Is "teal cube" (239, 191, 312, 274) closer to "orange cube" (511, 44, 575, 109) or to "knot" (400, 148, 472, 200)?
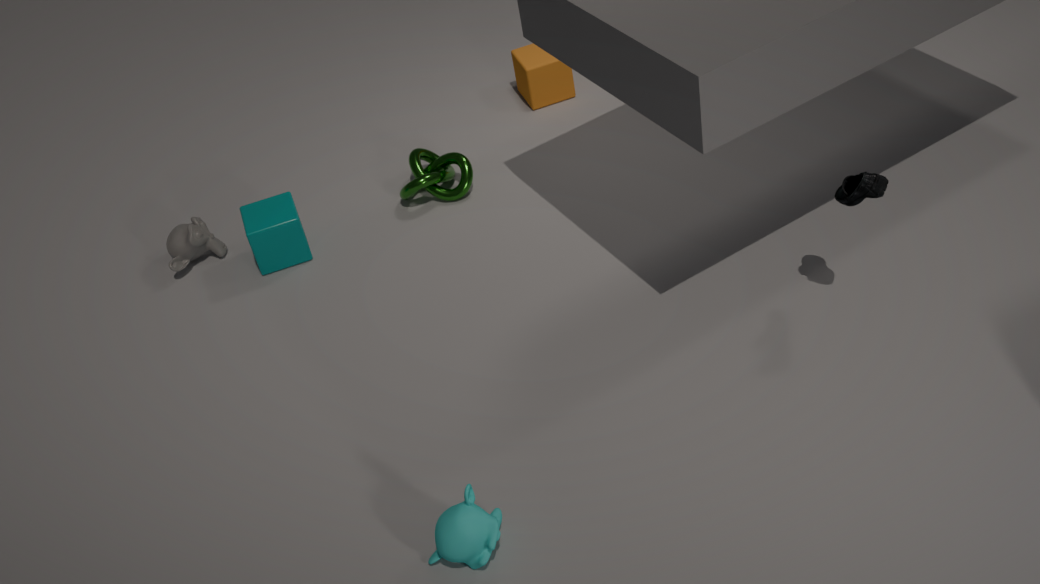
"knot" (400, 148, 472, 200)
